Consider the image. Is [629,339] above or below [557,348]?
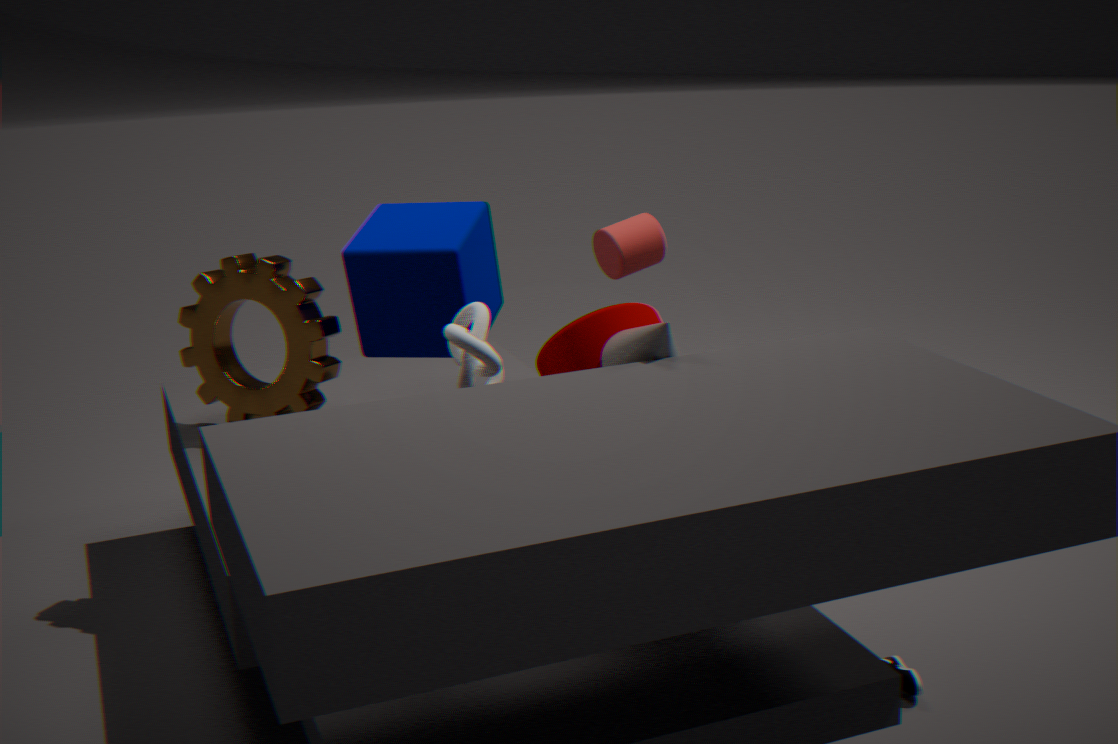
above
